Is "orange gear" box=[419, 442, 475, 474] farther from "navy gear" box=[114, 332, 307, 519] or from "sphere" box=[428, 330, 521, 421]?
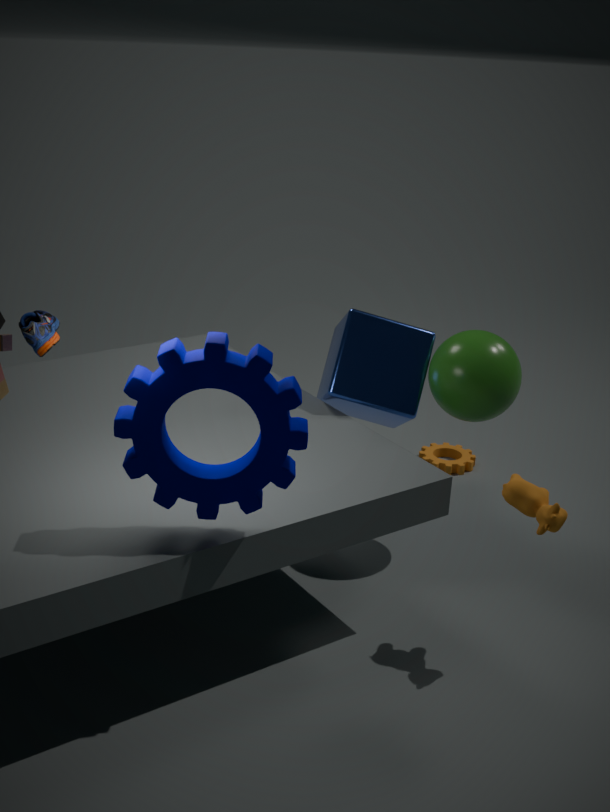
"navy gear" box=[114, 332, 307, 519]
